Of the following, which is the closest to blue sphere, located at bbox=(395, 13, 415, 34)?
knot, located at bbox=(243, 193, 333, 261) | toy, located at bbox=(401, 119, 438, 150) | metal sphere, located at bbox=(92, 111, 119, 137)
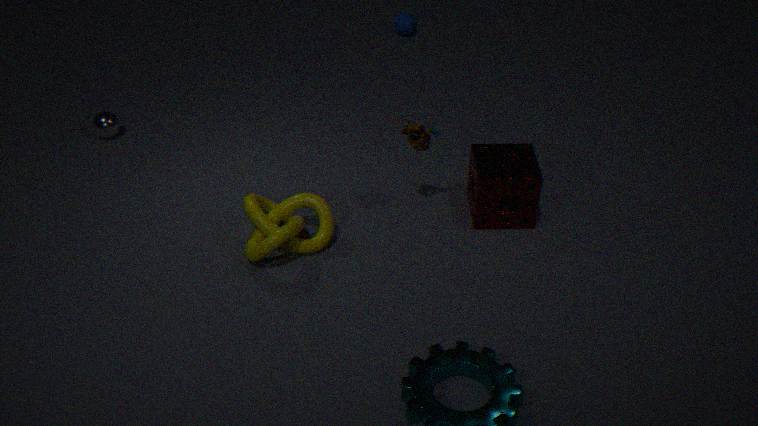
toy, located at bbox=(401, 119, 438, 150)
